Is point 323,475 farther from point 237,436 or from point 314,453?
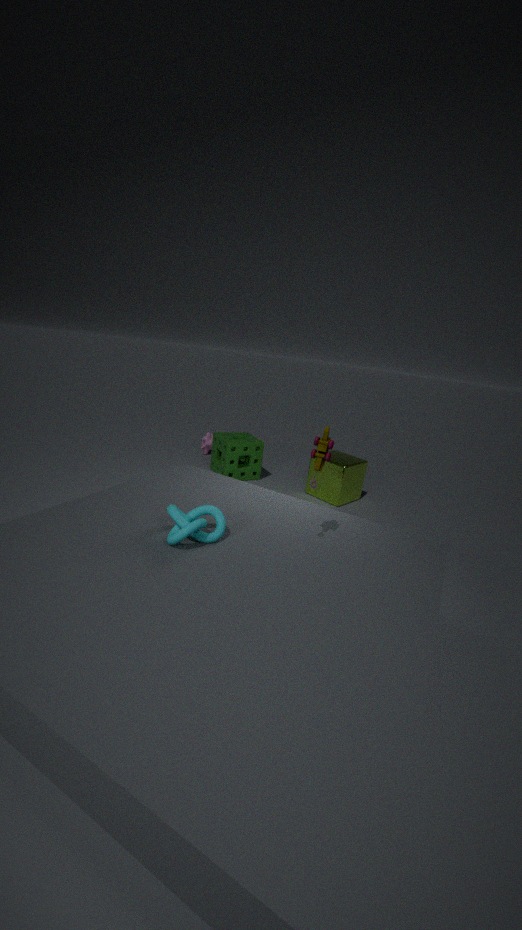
point 314,453
